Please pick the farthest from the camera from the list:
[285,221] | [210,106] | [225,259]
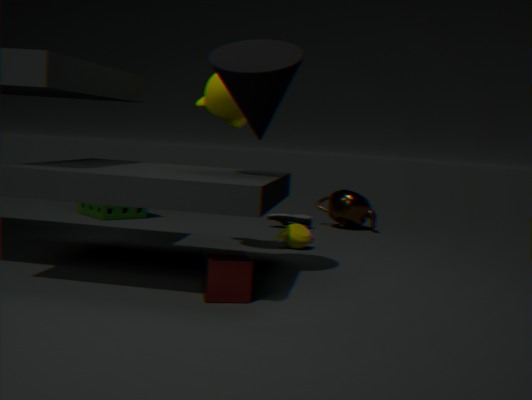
[285,221]
